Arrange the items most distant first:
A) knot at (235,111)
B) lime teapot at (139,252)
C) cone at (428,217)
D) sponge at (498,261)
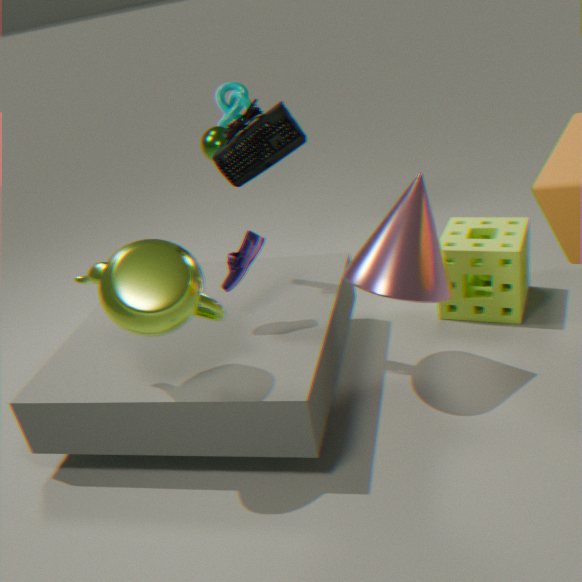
knot at (235,111)
sponge at (498,261)
cone at (428,217)
lime teapot at (139,252)
